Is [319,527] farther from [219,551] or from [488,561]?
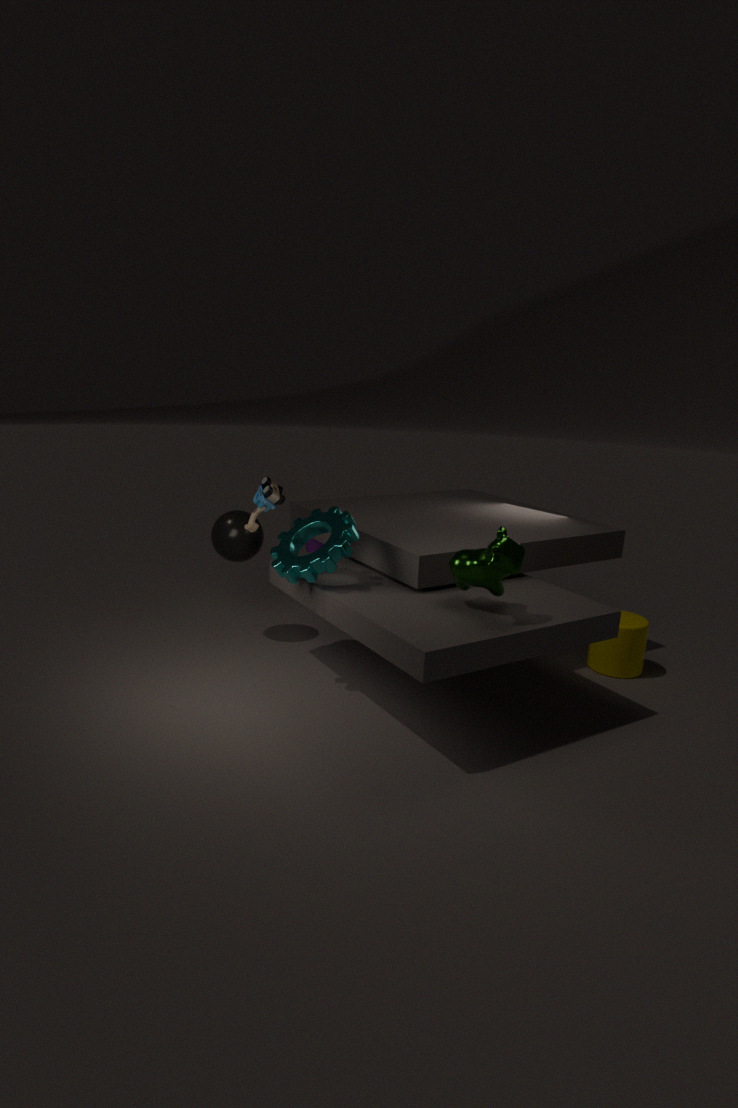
[488,561]
